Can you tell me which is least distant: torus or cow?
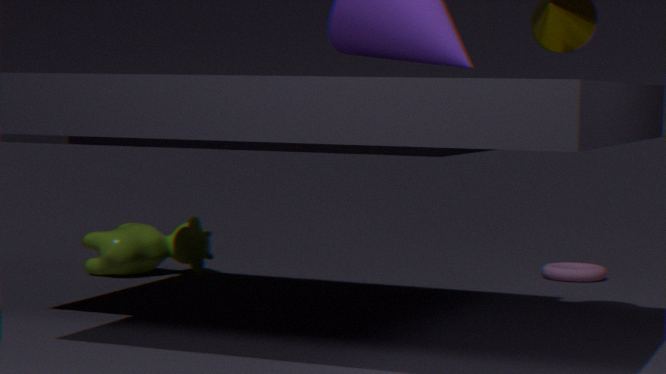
cow
